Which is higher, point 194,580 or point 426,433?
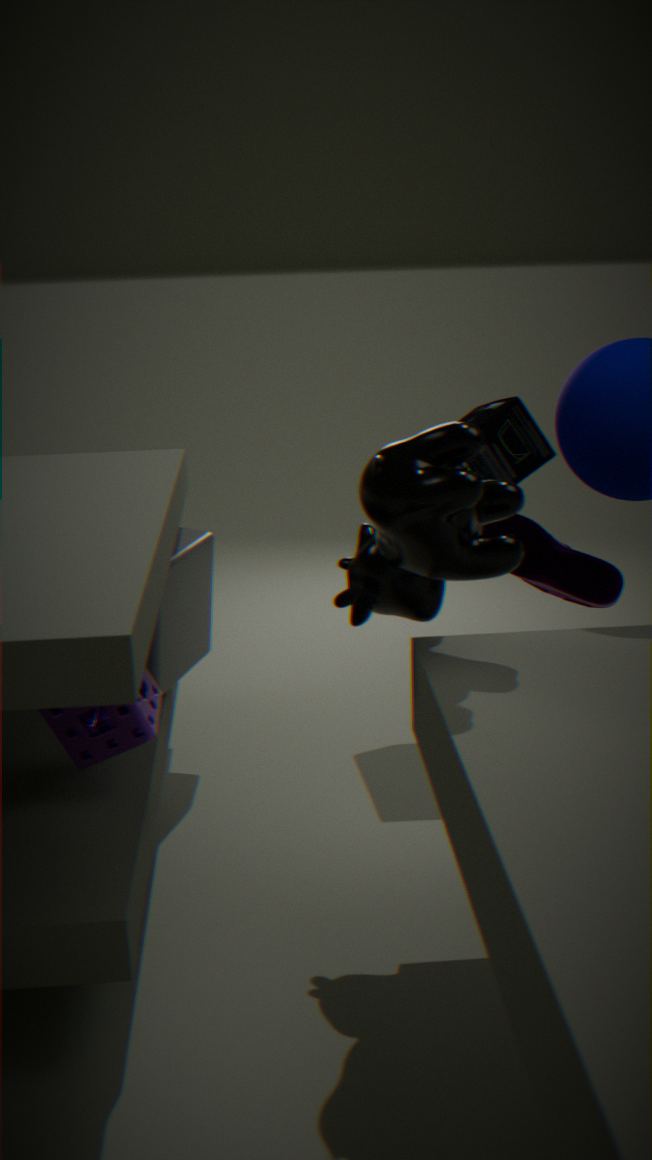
point 426,433
